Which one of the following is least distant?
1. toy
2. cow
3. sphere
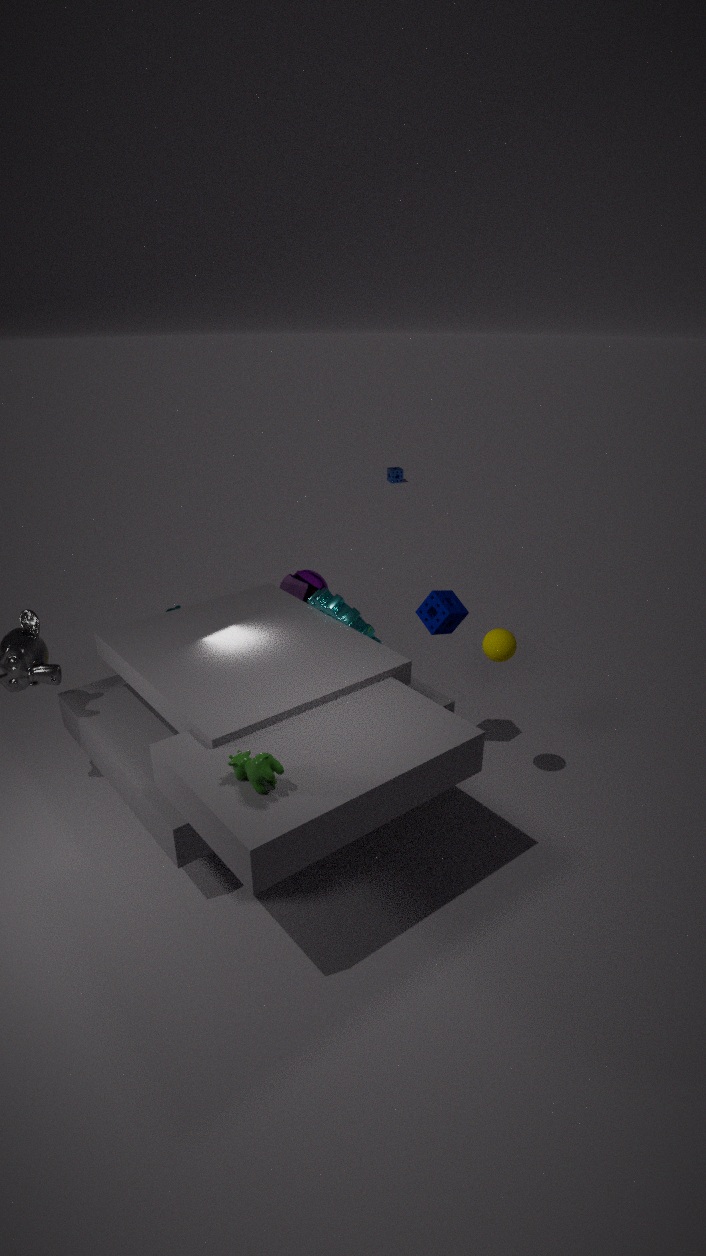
cow
